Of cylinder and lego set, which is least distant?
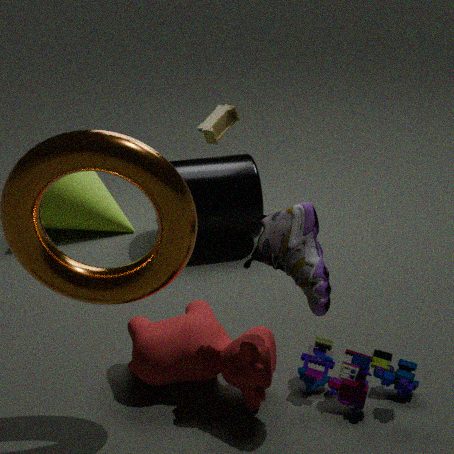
lego set
